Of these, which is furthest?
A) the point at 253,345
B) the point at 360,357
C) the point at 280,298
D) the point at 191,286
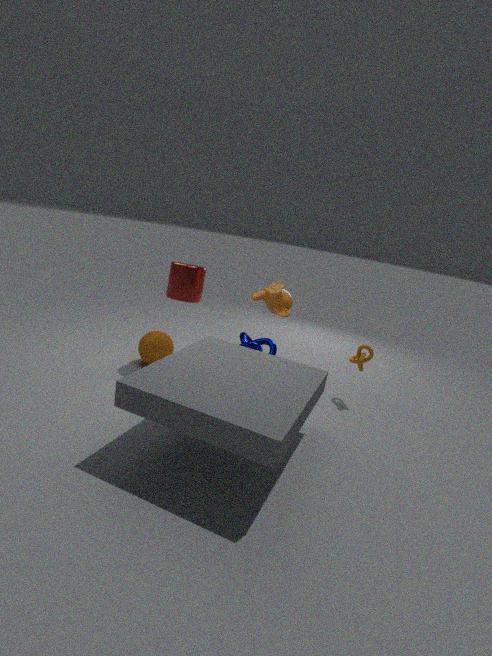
A. the point at 253,345
